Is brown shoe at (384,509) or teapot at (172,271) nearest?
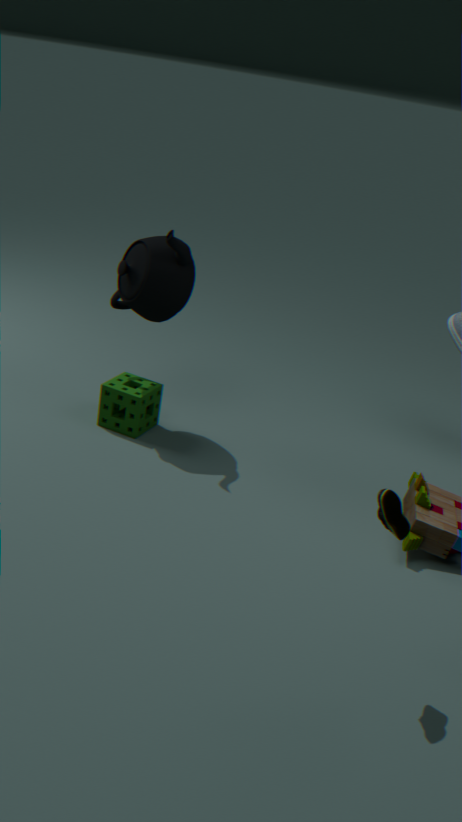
brown shoe at (384,509)
